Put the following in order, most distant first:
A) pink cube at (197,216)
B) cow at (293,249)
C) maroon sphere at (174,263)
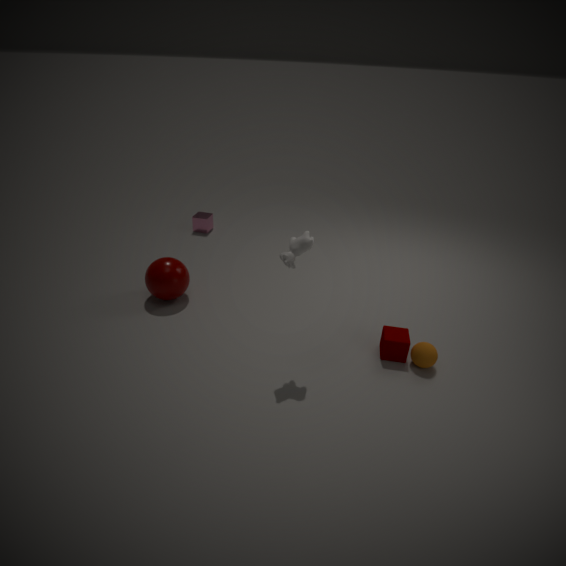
1. pink cube at (197,216)
2. maroon sphere at (174,263)
3. cow at (293,249)
